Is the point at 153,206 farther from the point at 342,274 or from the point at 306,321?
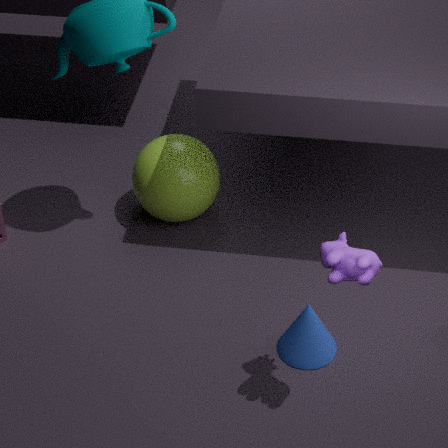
the point at 342,274
